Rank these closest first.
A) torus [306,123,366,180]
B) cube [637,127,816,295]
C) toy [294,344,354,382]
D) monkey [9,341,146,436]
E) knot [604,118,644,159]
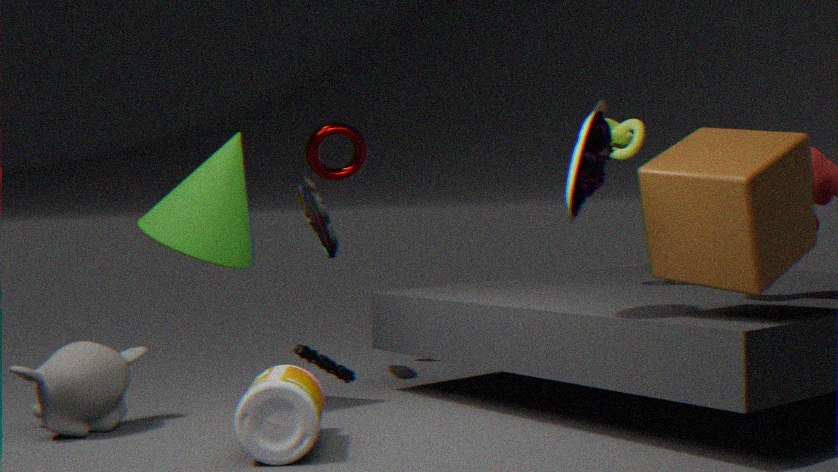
toy [294,344,354,382] → cube [637,127,816,295] → monkey [9,341,146,436] → knot [604,118,644,159] → torus [306,123,366,180]
